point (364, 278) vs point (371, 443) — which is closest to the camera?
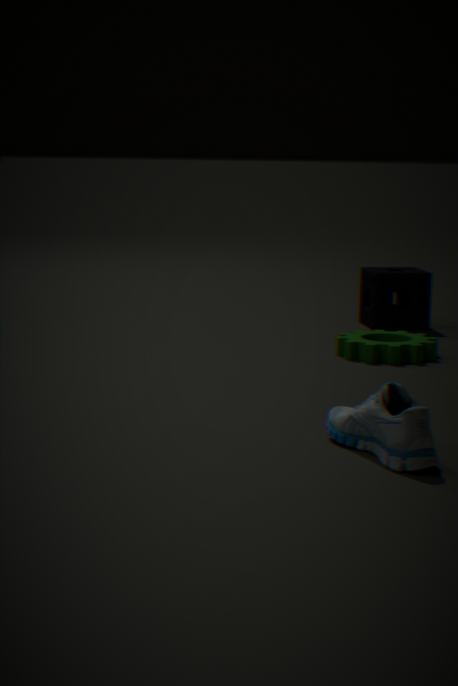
point (371, 443)
